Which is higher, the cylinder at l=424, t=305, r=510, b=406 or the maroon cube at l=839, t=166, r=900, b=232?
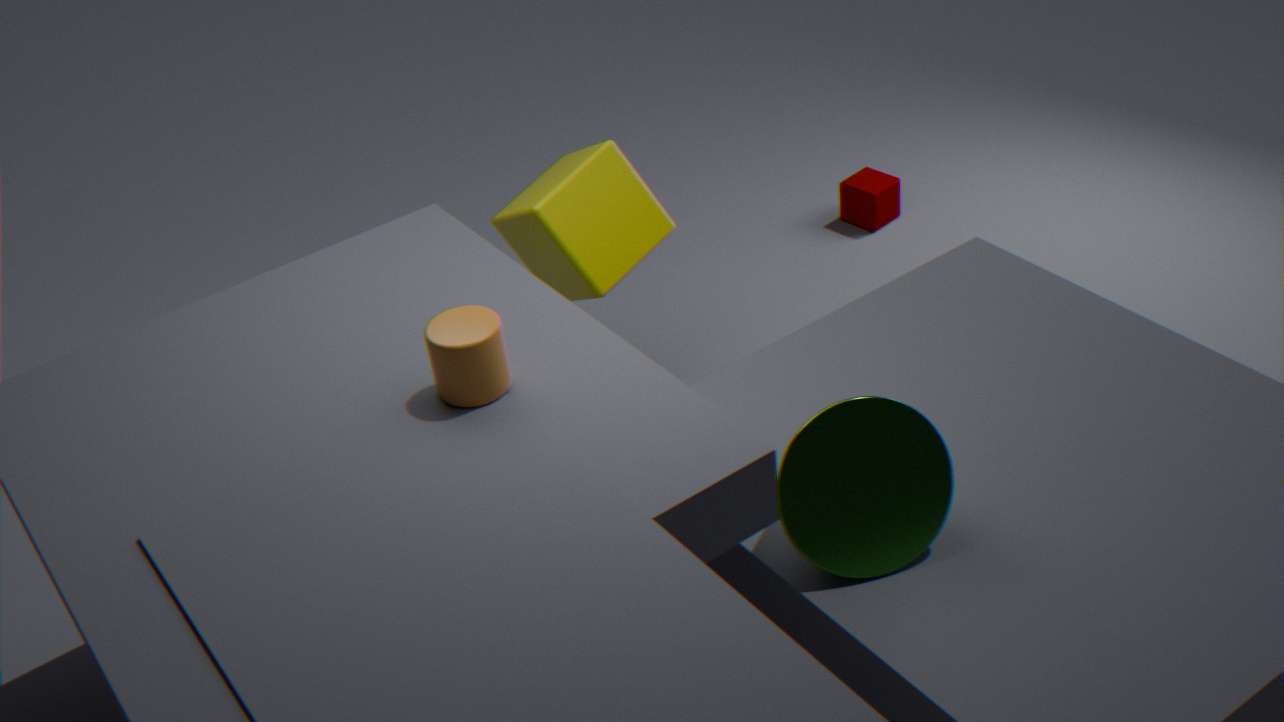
the cylinder at l=424, t=305, r=510, b=406
